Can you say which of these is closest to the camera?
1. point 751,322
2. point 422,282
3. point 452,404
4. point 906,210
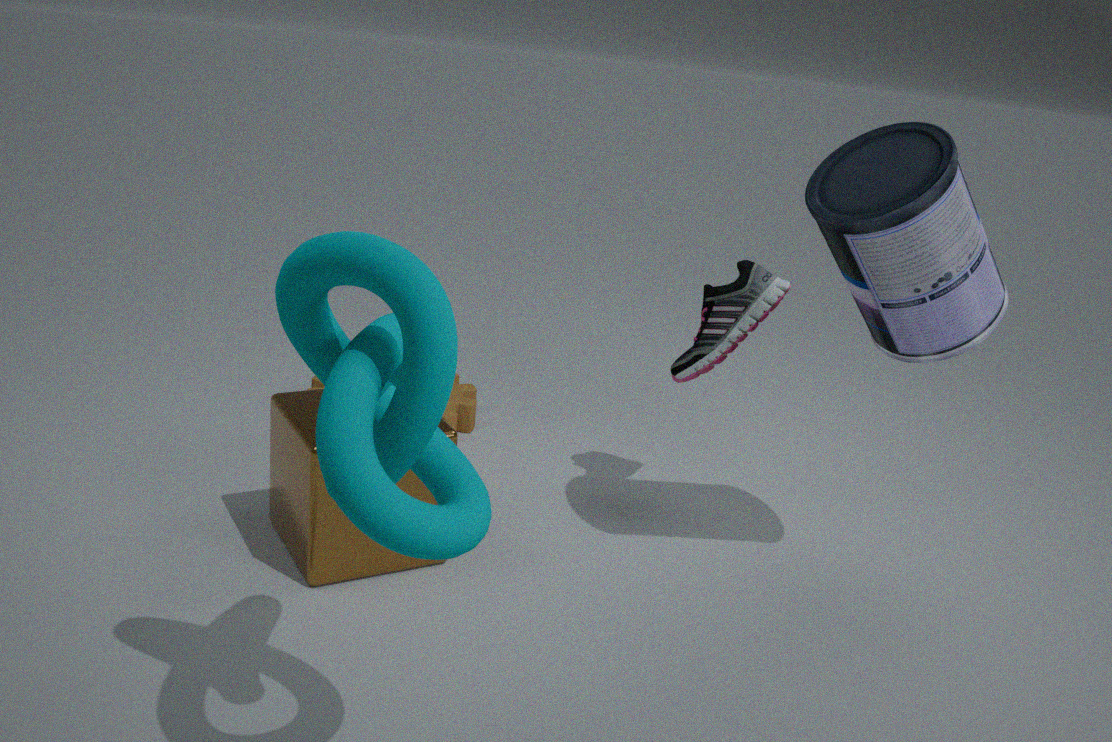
point 422,282
